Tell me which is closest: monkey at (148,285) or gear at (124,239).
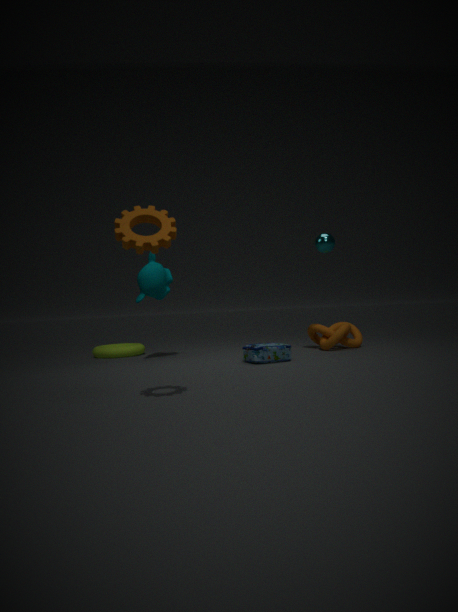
gear at (124,239)
